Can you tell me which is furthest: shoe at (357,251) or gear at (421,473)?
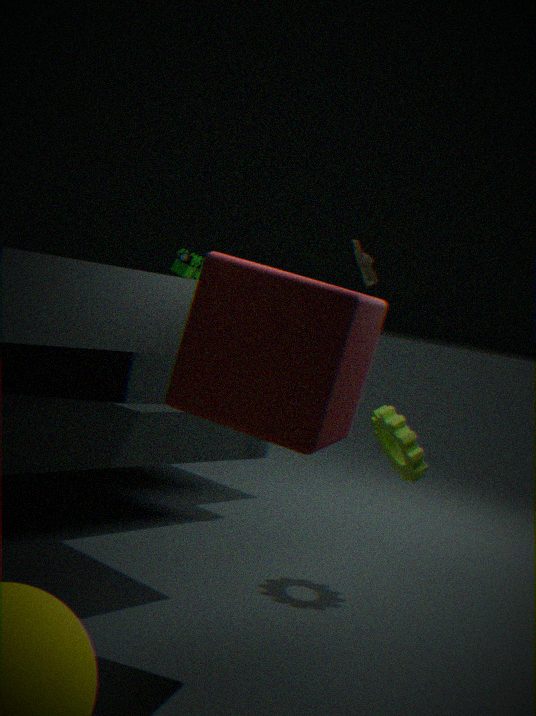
shoe at (357,251)
